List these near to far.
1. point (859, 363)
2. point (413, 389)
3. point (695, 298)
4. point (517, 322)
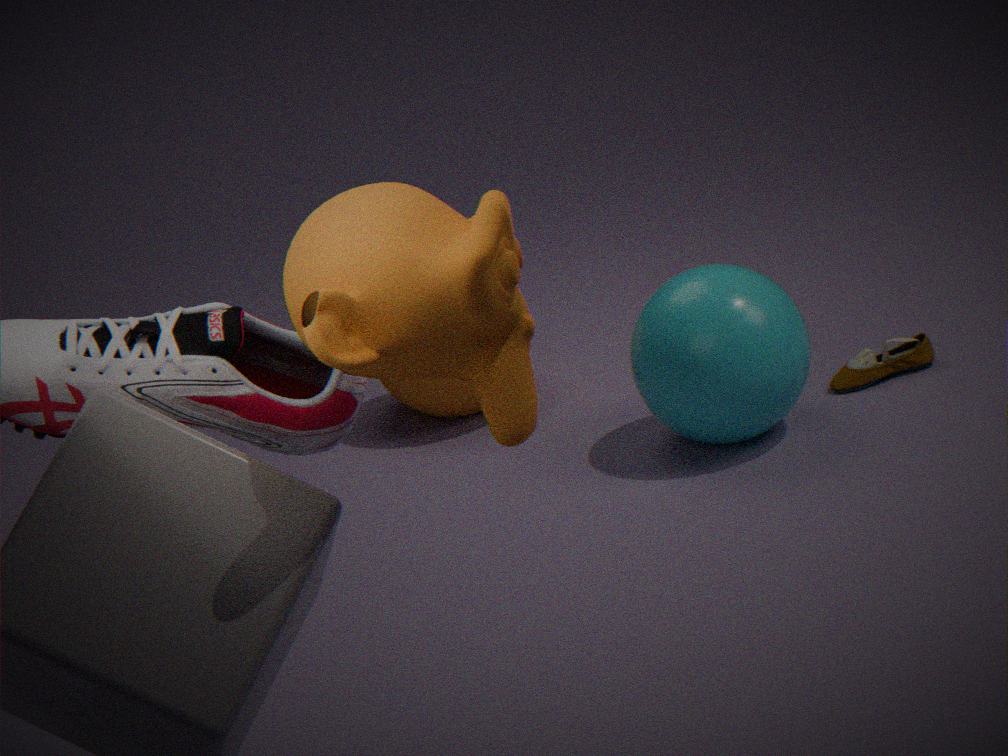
point (517, 322), point (695, 298), point (859, 363), point (413, 389)
